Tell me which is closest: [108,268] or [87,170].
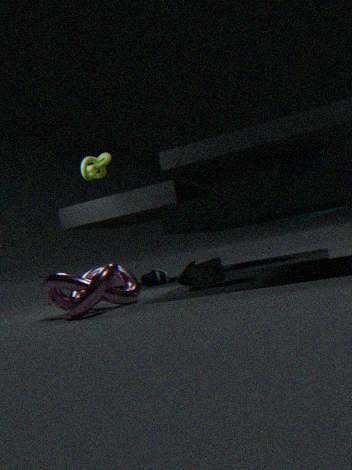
[108,268]
